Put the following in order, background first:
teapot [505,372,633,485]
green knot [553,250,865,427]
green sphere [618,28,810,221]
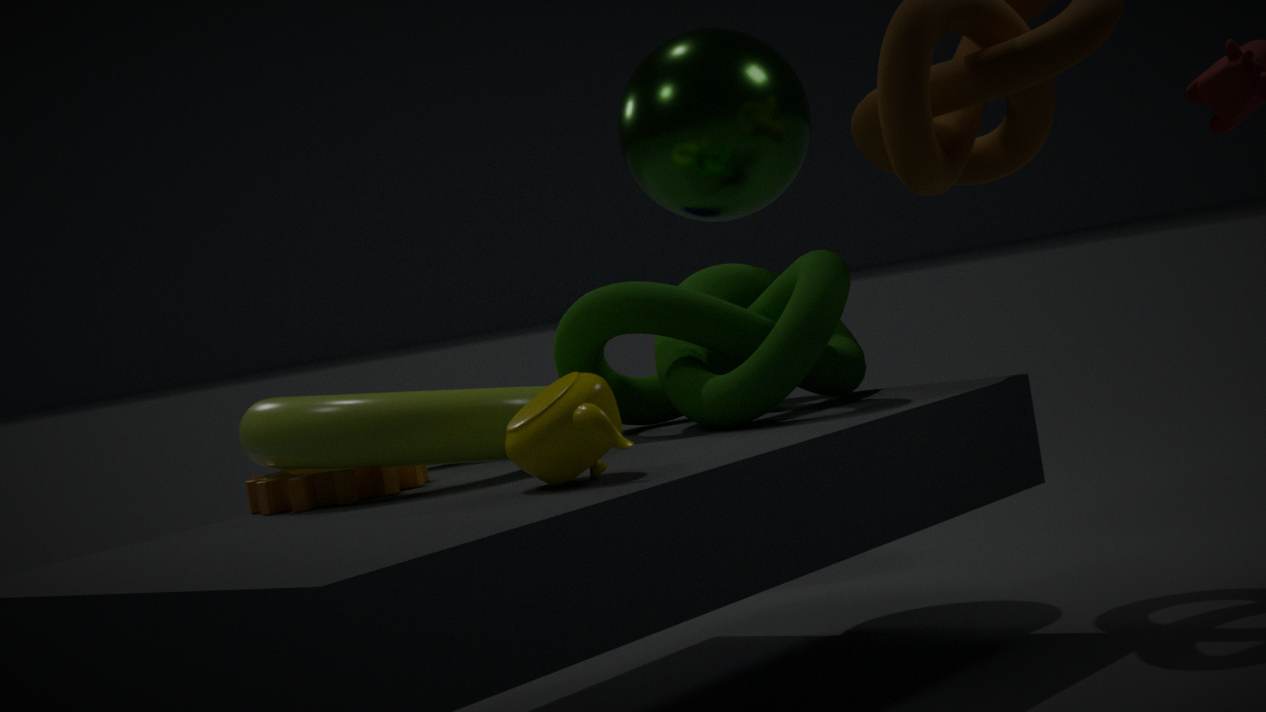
green sphere [618,28,810,221] → green knot [553,250,865,427] → teapot [505,372,633,485]
